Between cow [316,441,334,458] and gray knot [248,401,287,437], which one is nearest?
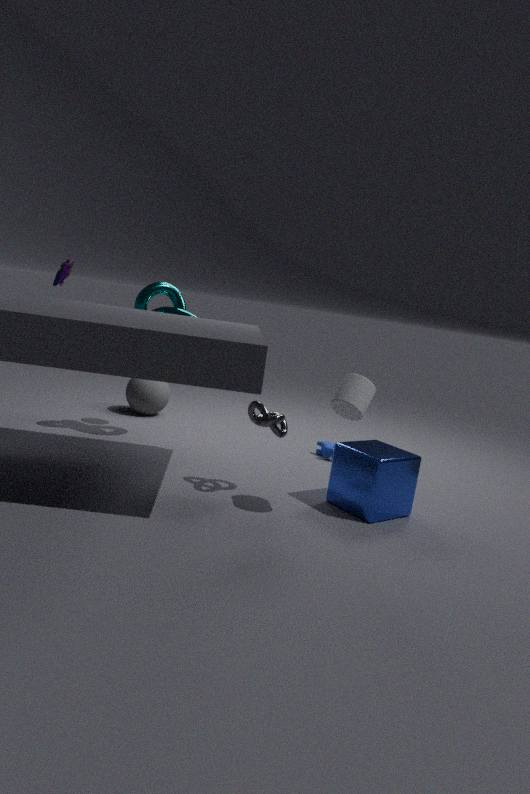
gray knot [248,401,287,437]
